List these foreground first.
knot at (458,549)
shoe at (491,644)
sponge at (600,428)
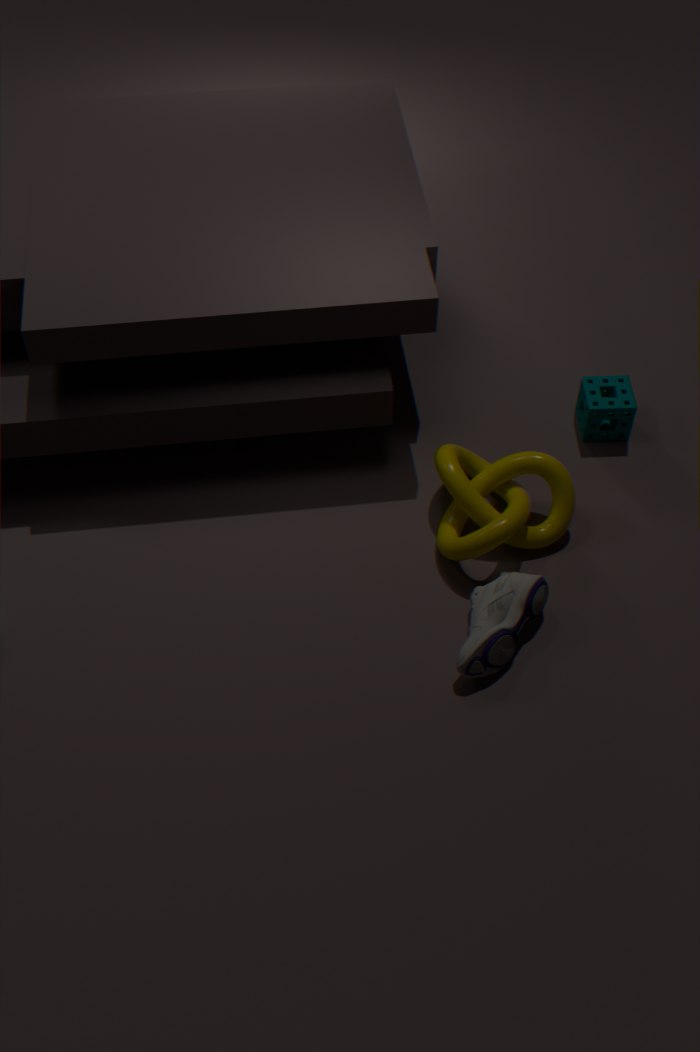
1. shoe at (491,644)
2. knot at (458,549)
3. sponge at (600,428)
